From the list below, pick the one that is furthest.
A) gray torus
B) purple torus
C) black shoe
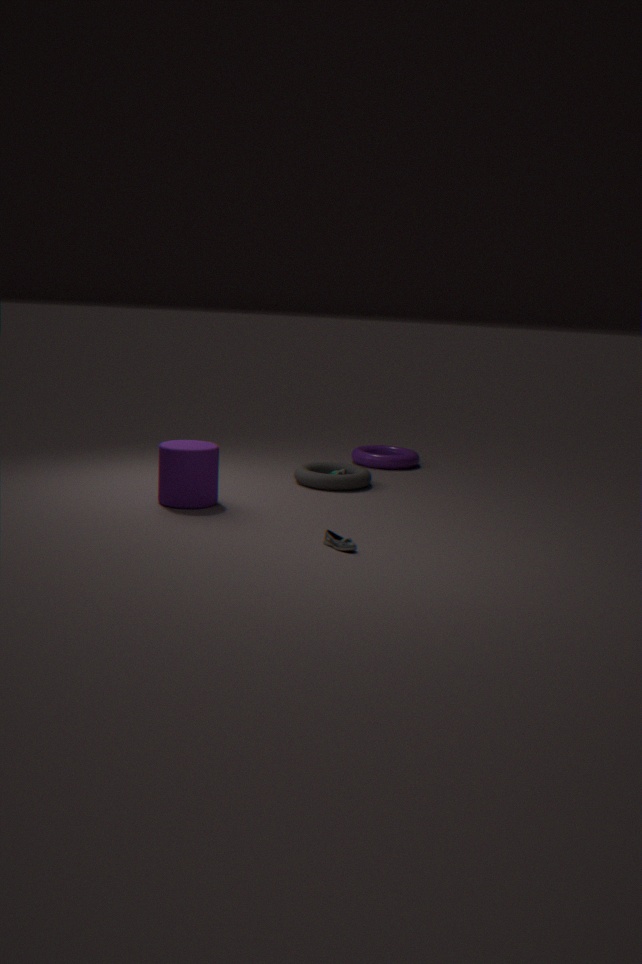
purple torus
